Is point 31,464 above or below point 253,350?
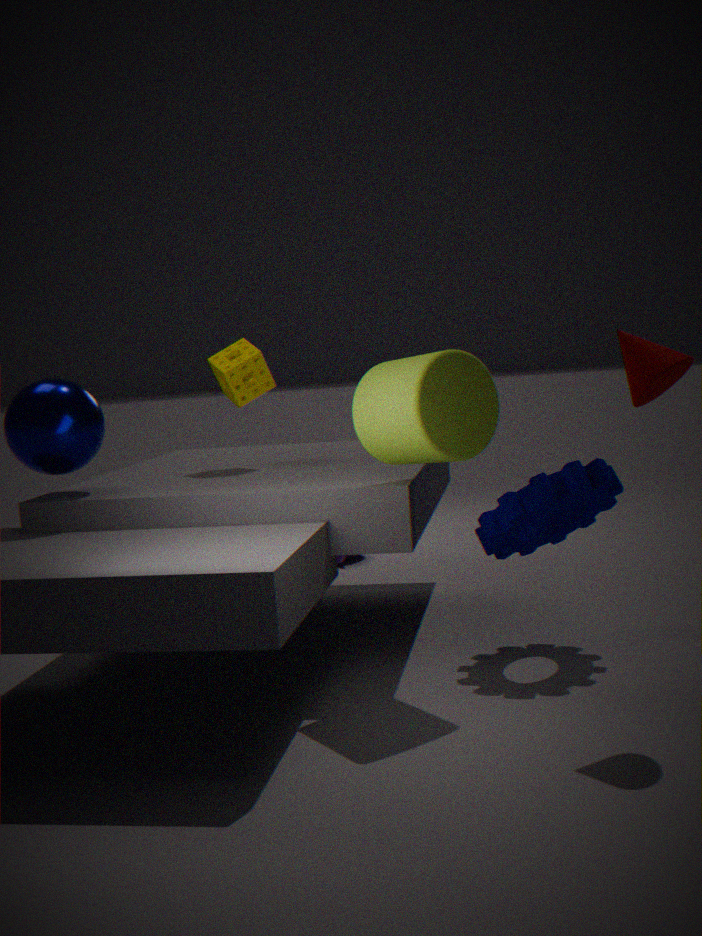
below
